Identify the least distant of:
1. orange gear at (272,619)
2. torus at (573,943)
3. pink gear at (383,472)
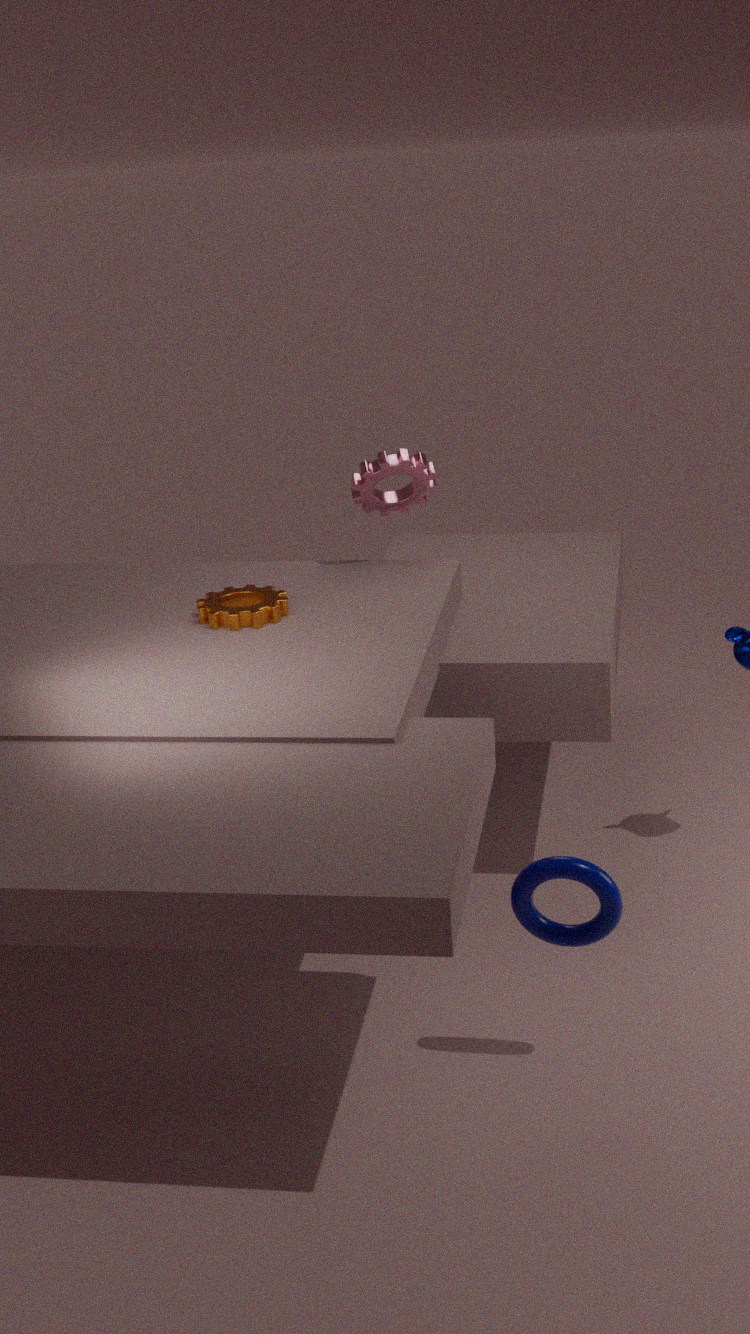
torus at (573,943)
